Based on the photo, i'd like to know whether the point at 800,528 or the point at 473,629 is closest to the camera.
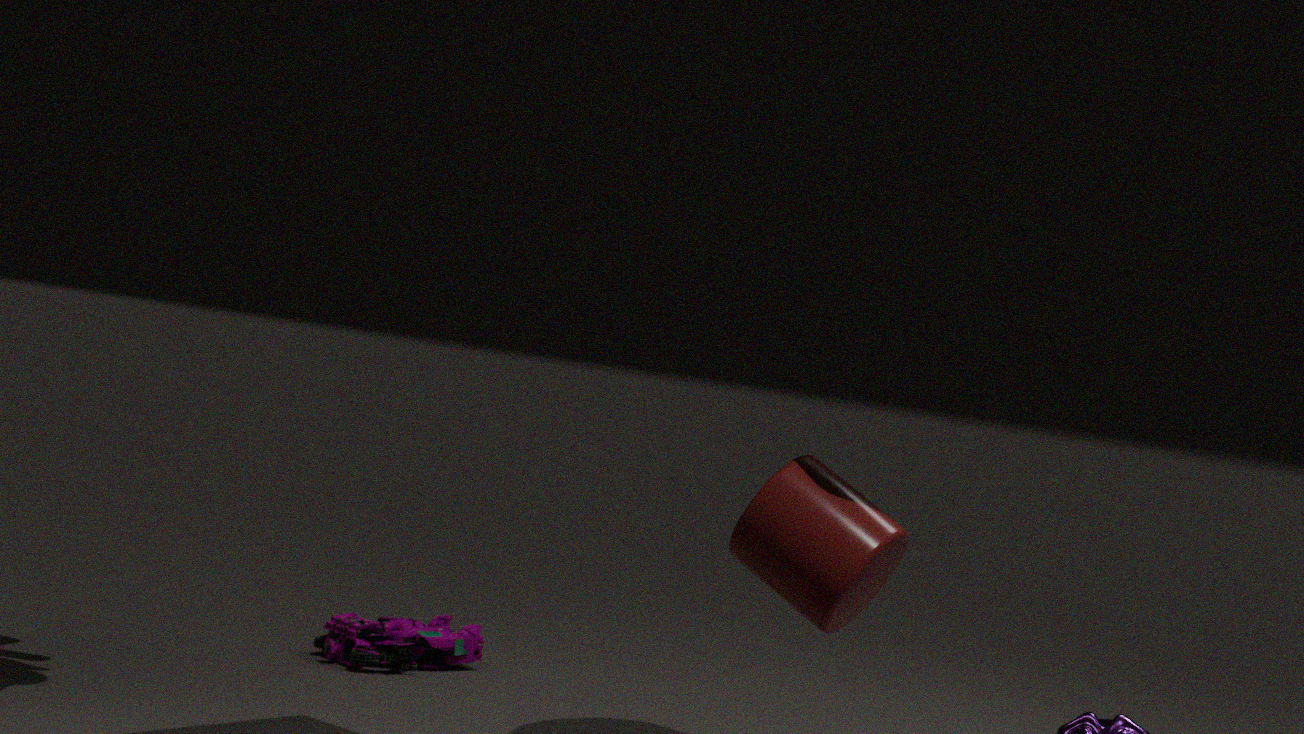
the point at 800,528
